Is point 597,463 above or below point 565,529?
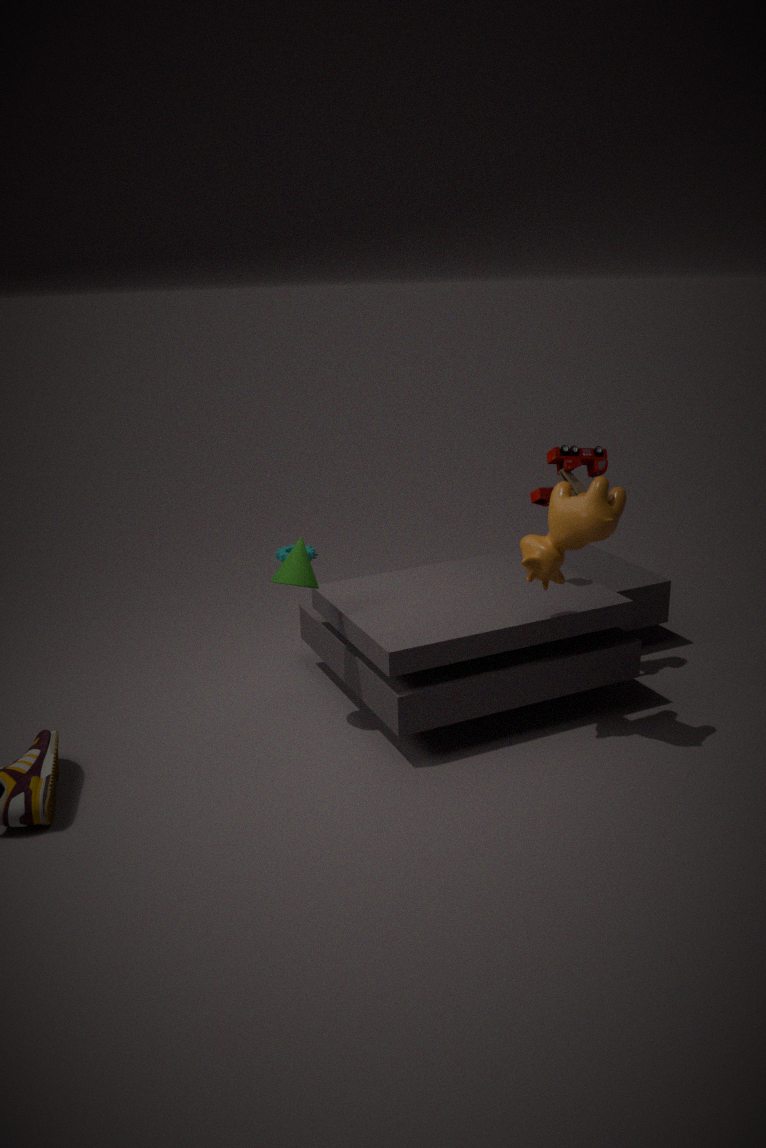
above
